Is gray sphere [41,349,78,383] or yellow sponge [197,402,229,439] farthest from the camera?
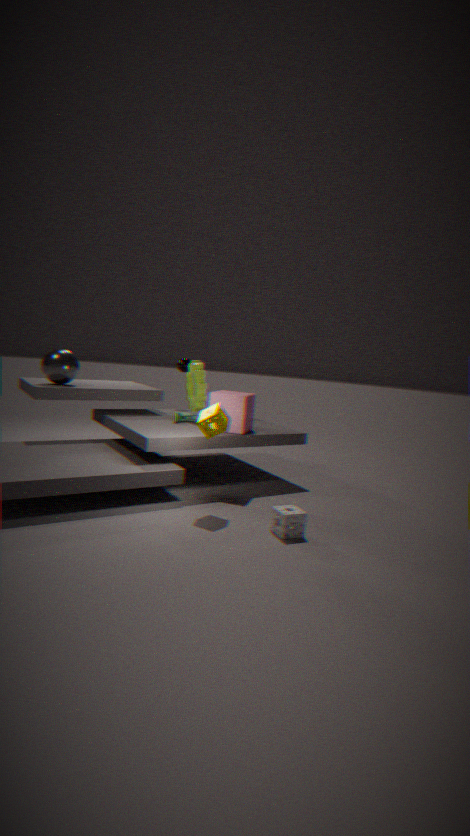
gray sphere [41,349,78,383]
